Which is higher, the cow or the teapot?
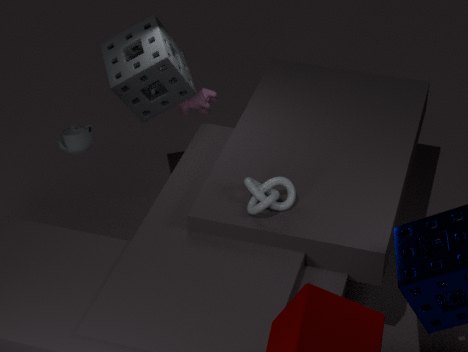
the teapot
